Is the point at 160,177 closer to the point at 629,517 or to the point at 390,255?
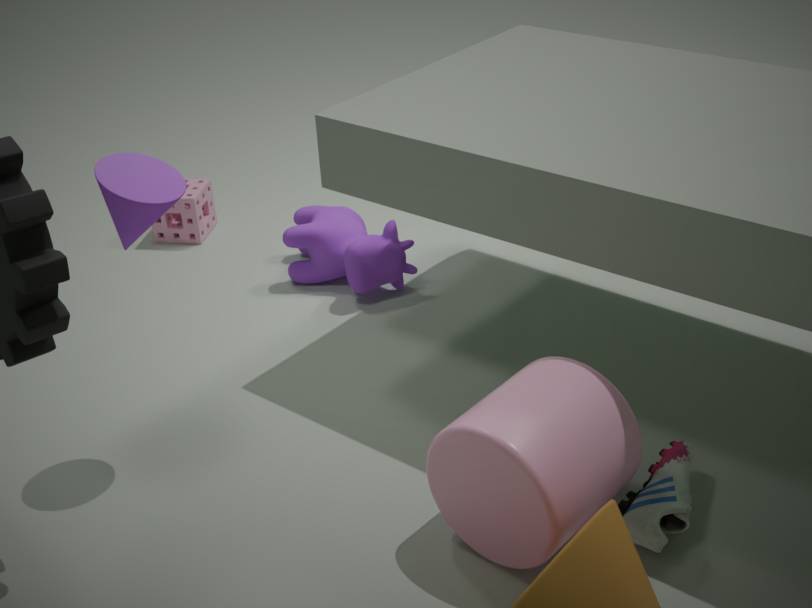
the point at 390,255
